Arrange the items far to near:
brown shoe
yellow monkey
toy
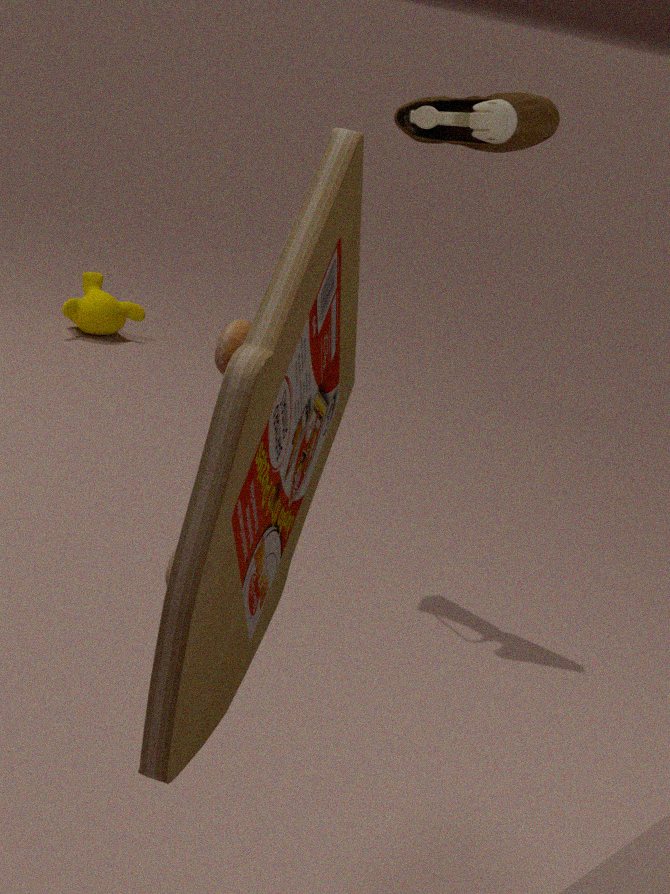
A: yellow monkey < brown shoe < toy
